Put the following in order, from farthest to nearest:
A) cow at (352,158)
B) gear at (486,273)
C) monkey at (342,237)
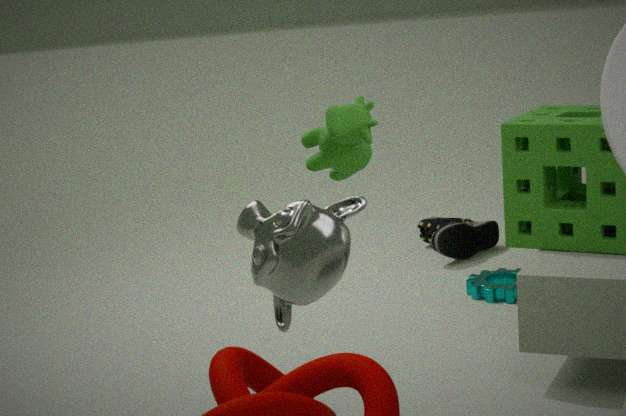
gear at (486,273), cow at (352,158), monkey at (342,237)
